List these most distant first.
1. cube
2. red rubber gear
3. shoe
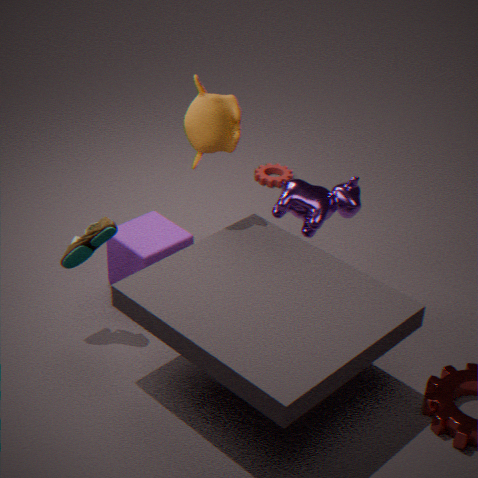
1. red rubber gear
2. cube
3. shoe
